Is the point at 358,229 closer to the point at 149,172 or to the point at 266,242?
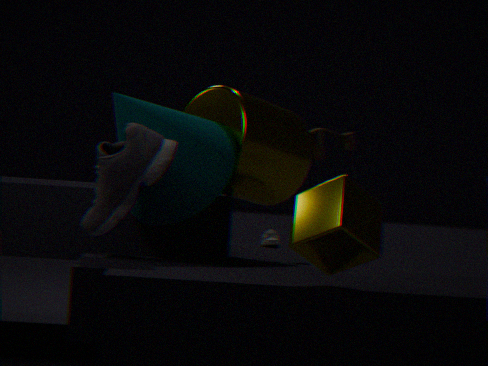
the point at 149,172
